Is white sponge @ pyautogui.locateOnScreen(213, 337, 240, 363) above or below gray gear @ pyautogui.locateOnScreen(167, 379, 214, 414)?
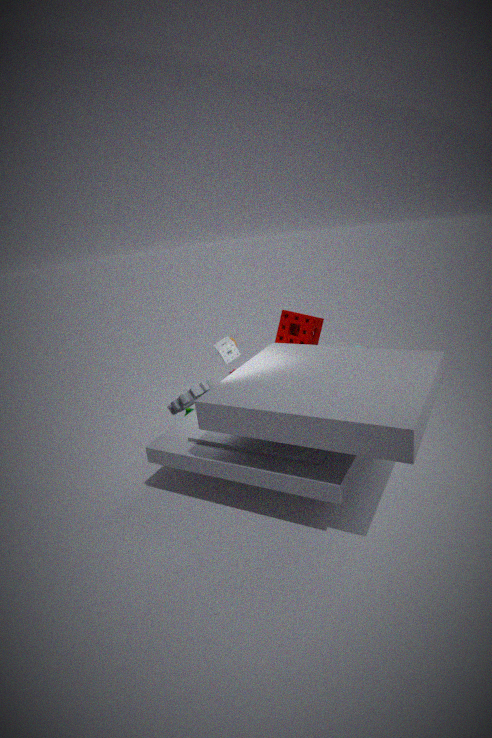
above
